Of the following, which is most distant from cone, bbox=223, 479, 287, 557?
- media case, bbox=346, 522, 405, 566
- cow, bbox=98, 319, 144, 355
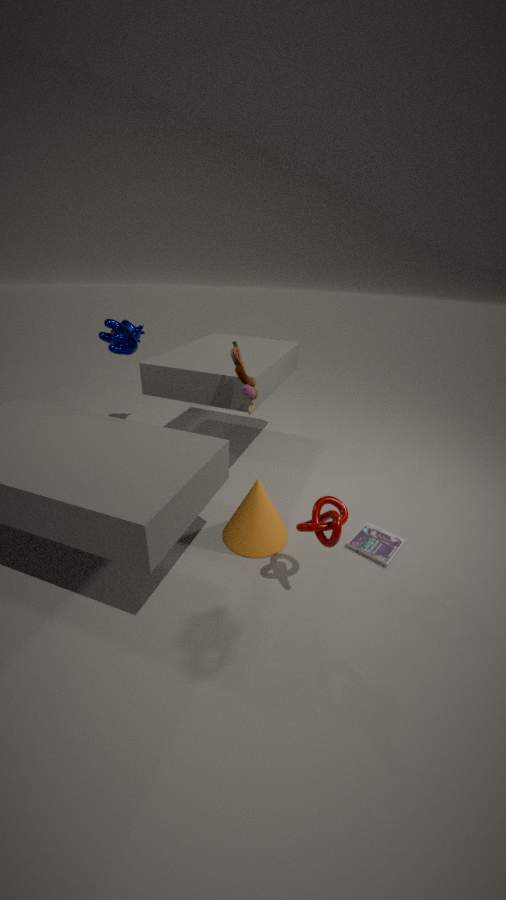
cow, bbox=98, 319, 144, 355
